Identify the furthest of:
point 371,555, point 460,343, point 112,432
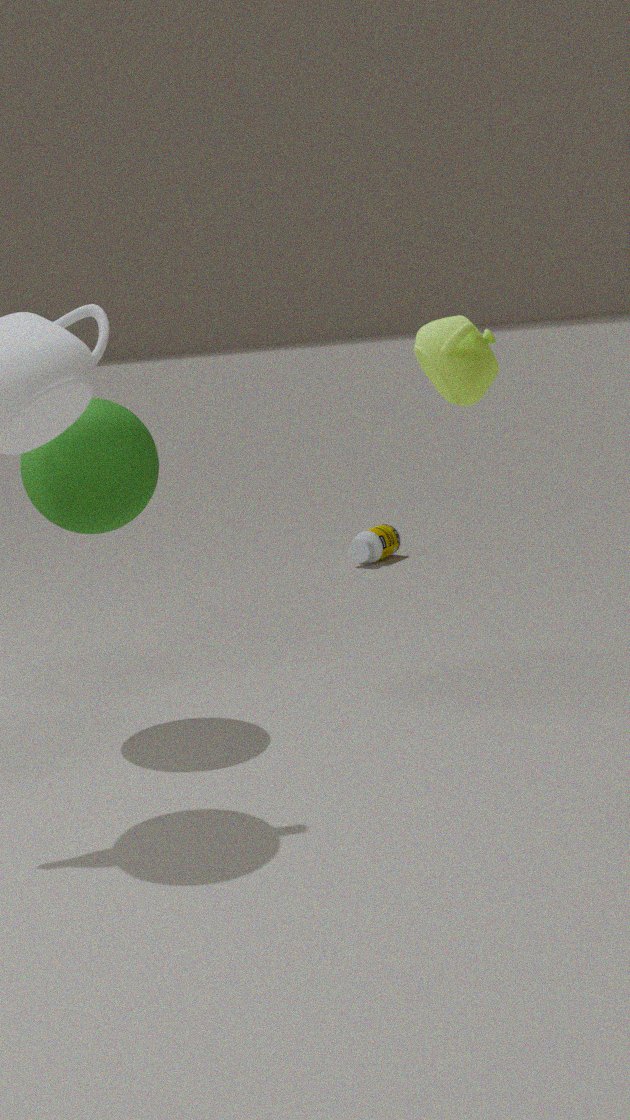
point 371,555
